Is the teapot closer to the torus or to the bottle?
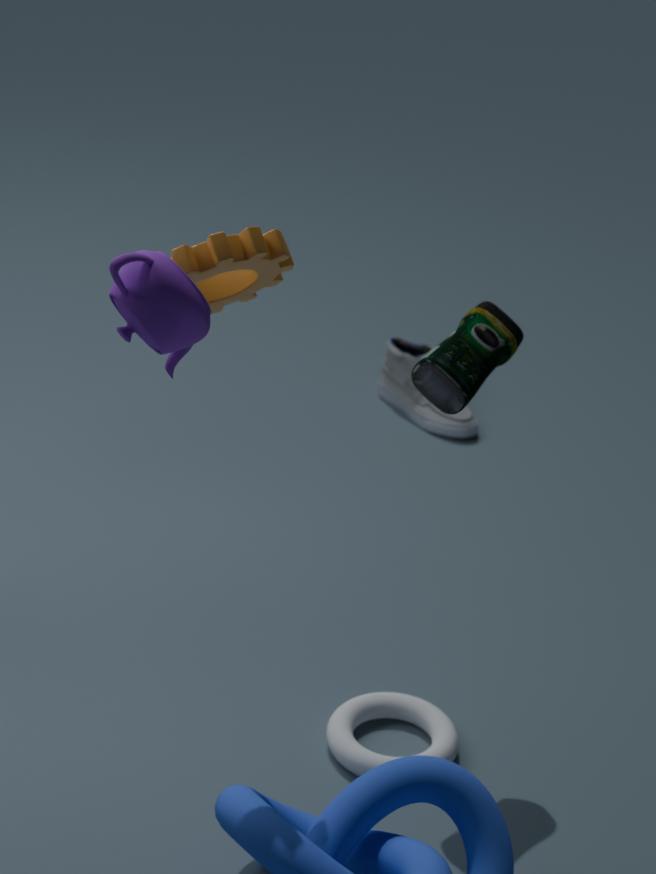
the bottle
